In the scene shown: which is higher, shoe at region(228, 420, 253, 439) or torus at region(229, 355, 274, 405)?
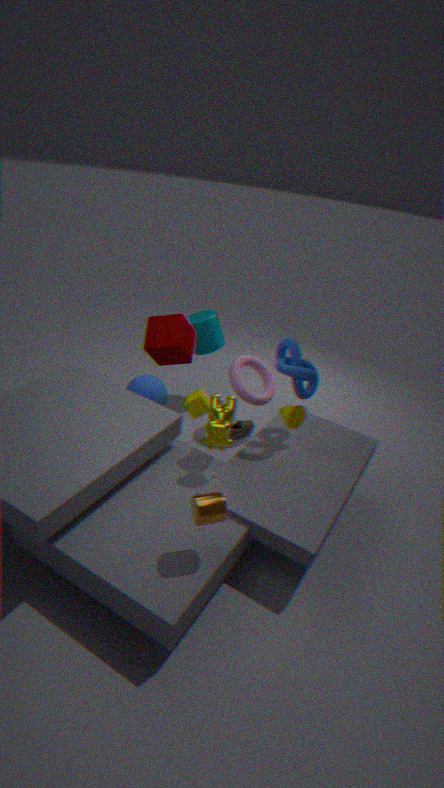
torus at region(229, 355, 274, 405)
